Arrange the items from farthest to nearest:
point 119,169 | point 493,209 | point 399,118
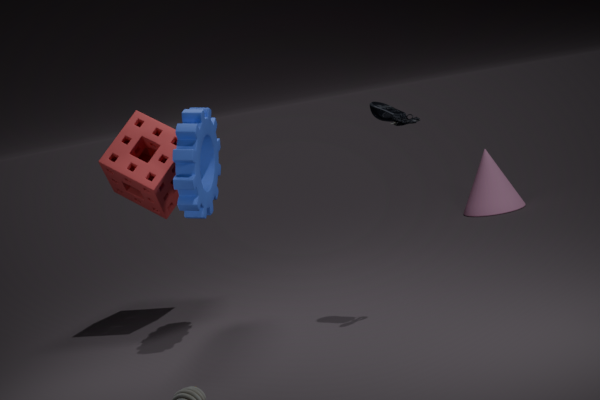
1. point 493,209
2. point 119,169
3. point 399,118
